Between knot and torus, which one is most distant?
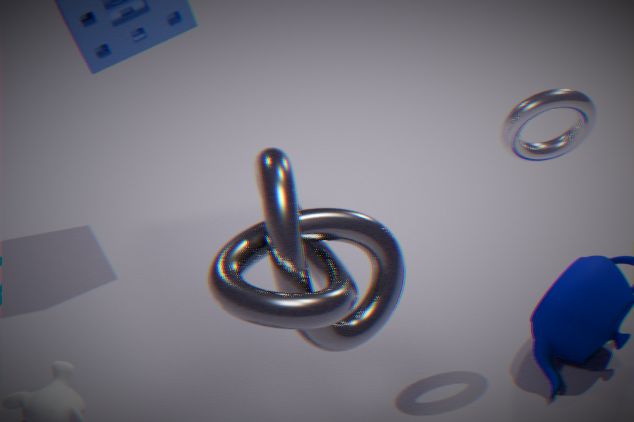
torus
